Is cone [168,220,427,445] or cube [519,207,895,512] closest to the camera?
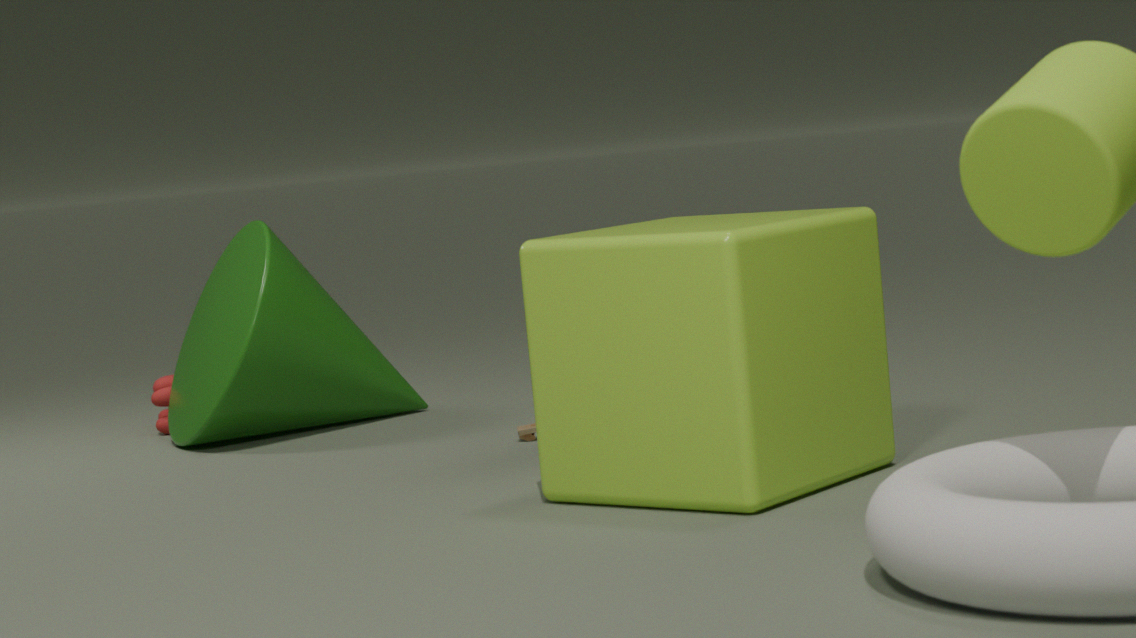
cube [519,207,895,512]
